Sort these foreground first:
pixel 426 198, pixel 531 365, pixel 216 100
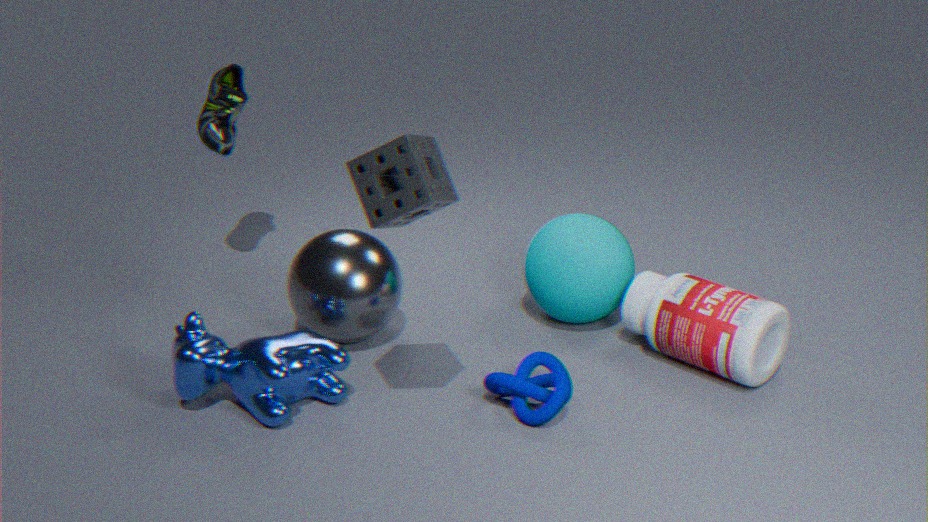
pixel 426 198, pixel 531 365, pixel 216 100
